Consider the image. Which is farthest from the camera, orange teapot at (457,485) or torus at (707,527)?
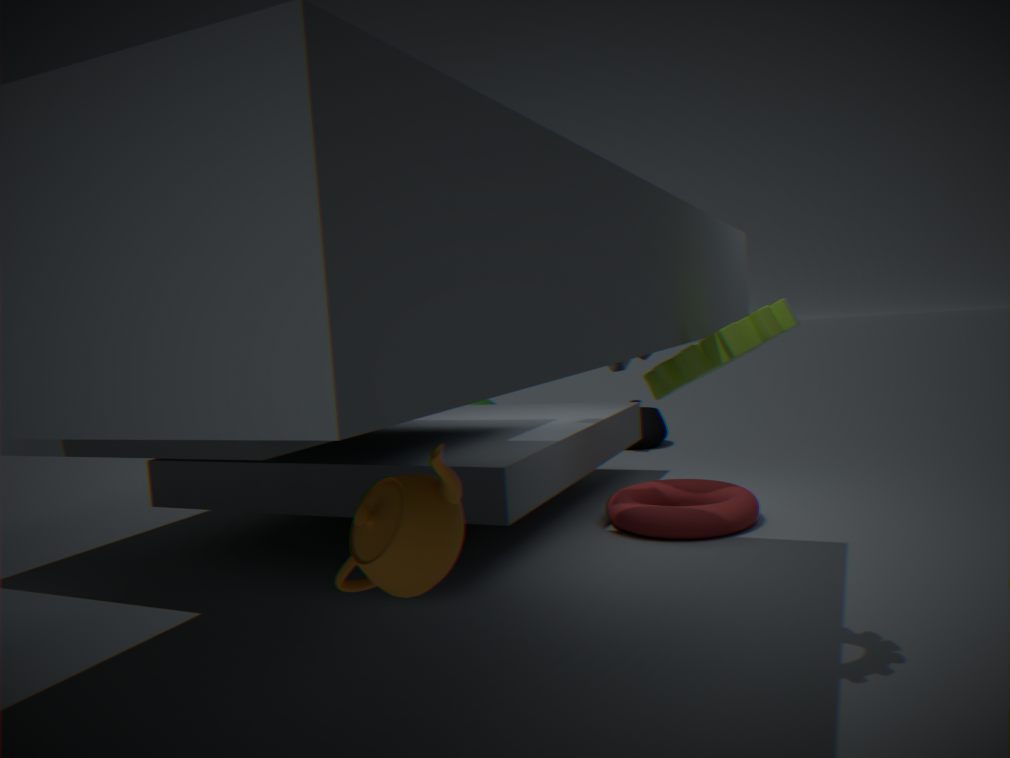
torus at (707,527)
